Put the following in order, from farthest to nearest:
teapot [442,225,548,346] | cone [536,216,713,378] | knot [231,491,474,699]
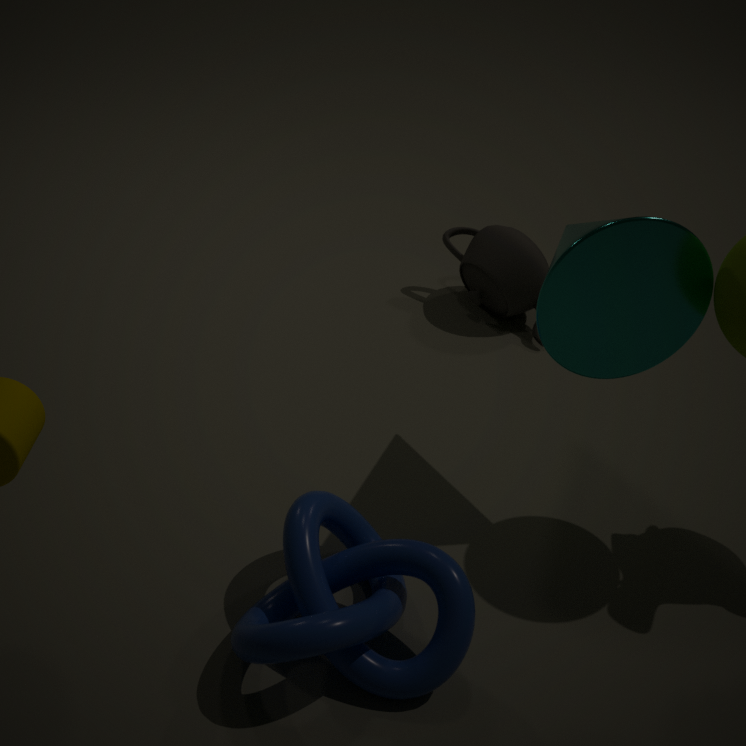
teapot [442,225,548,346]
cone [536,216,713,378]
knot [231,491,474,699]
